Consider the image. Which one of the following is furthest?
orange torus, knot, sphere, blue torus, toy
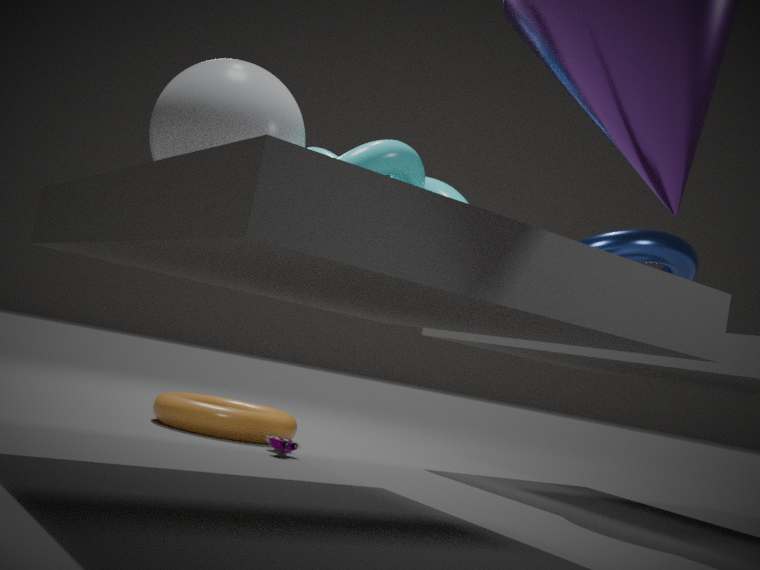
orange torus
